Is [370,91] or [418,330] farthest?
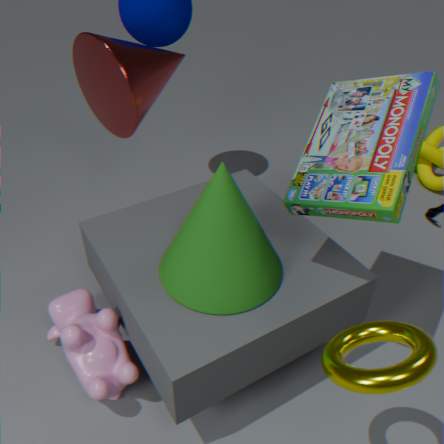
[370,91]
